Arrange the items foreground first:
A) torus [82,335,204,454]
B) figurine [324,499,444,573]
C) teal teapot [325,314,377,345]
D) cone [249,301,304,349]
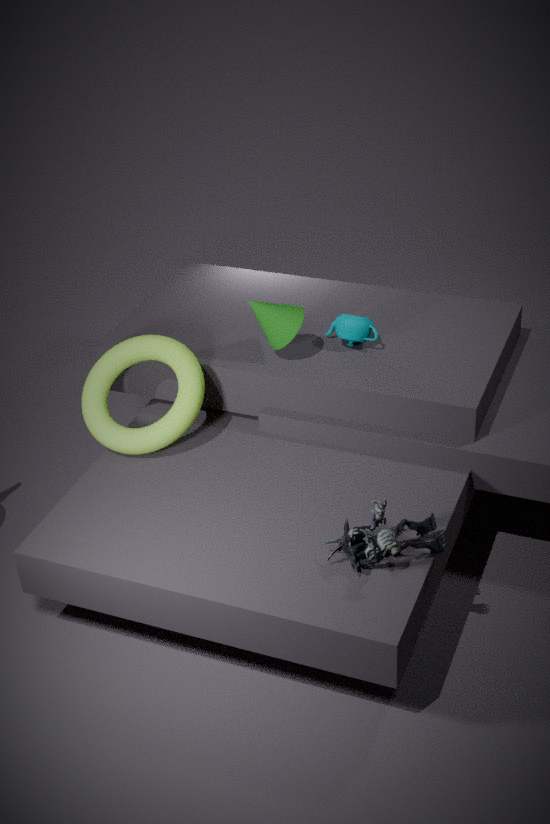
figurine [324,499,444,573] < torus [82,335,204,454] < cone [249,301,304,349] < teal teapot [325,314,377,345]
